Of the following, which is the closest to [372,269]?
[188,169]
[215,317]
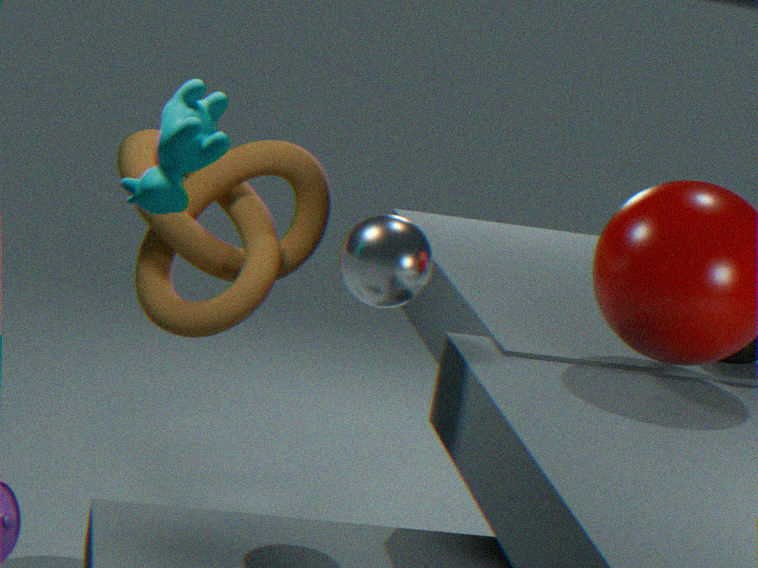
[188,169]
